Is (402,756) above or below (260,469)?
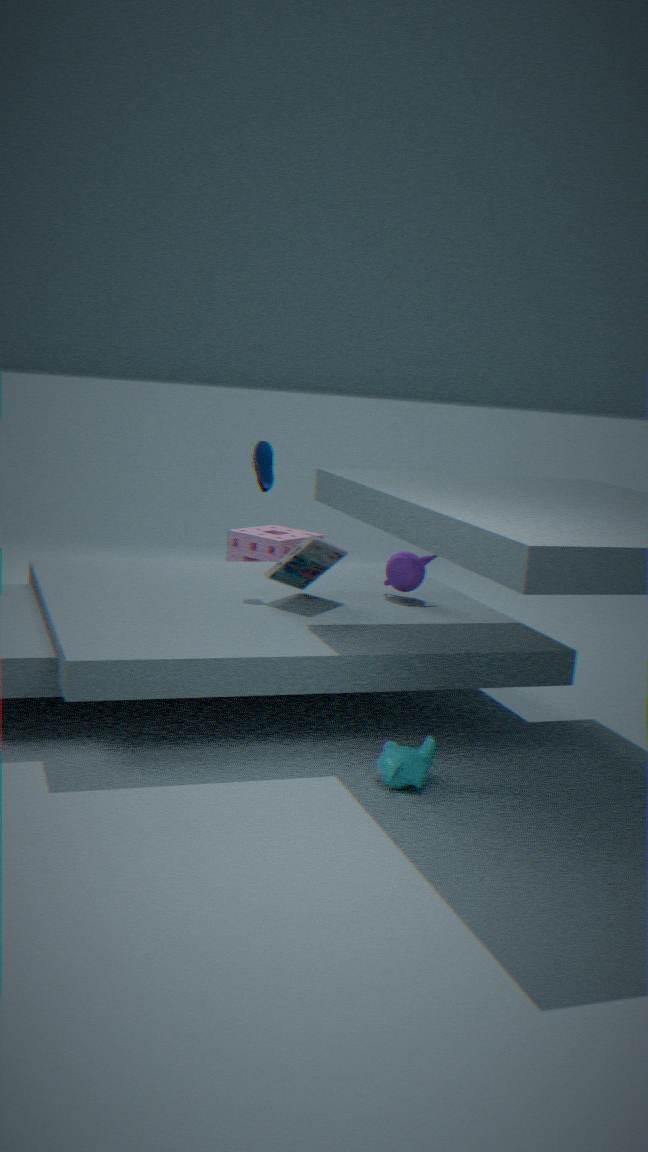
below
